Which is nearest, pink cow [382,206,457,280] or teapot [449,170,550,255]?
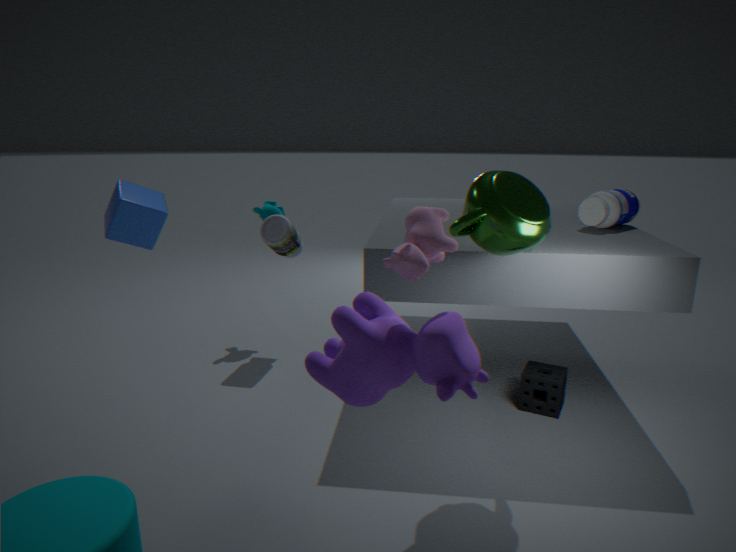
pink cow [382,206,457,280]
